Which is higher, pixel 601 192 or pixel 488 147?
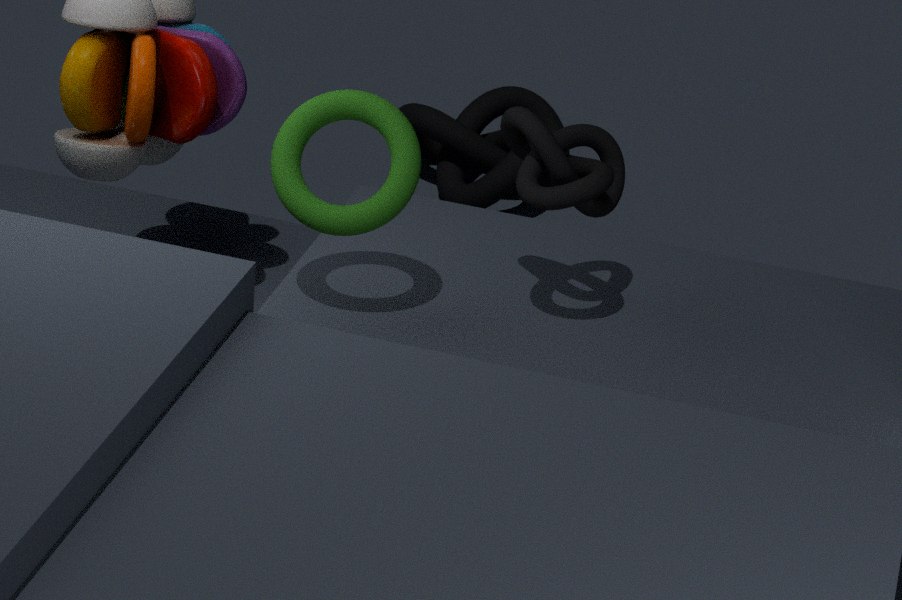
pixel 601 192
